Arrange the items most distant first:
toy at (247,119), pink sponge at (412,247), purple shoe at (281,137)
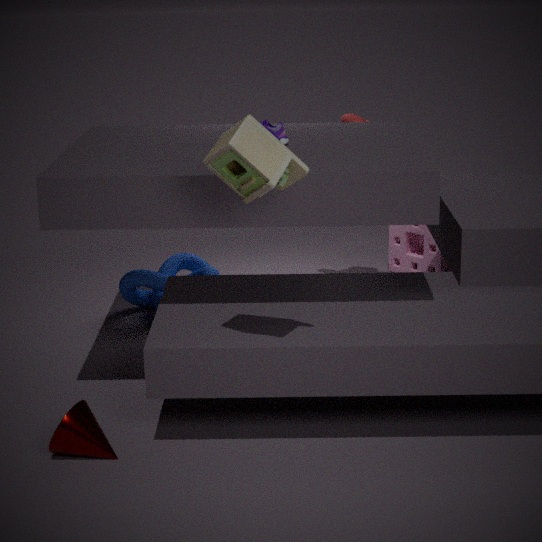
pink sponge at (412,247) → purple shoe at (281,137) → toy at (247,119)
